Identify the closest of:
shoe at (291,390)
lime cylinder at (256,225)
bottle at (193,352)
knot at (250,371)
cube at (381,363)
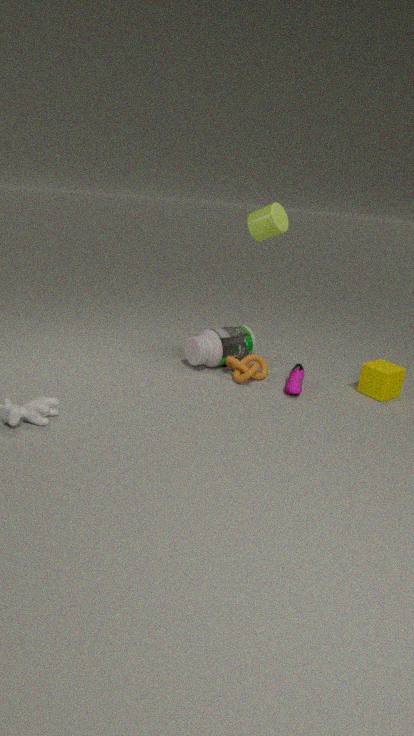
shoe at (291,390)
